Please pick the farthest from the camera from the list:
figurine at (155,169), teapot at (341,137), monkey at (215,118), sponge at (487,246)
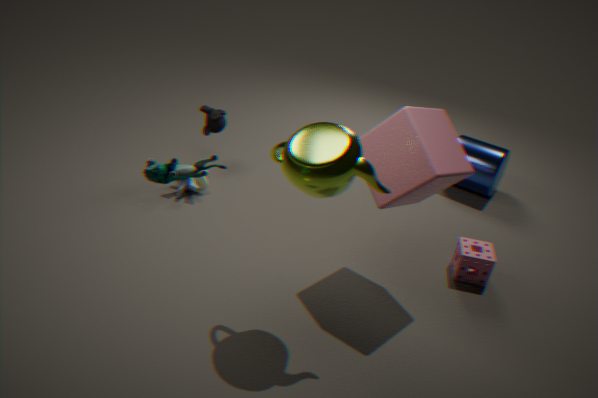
monkey at (215,118)
